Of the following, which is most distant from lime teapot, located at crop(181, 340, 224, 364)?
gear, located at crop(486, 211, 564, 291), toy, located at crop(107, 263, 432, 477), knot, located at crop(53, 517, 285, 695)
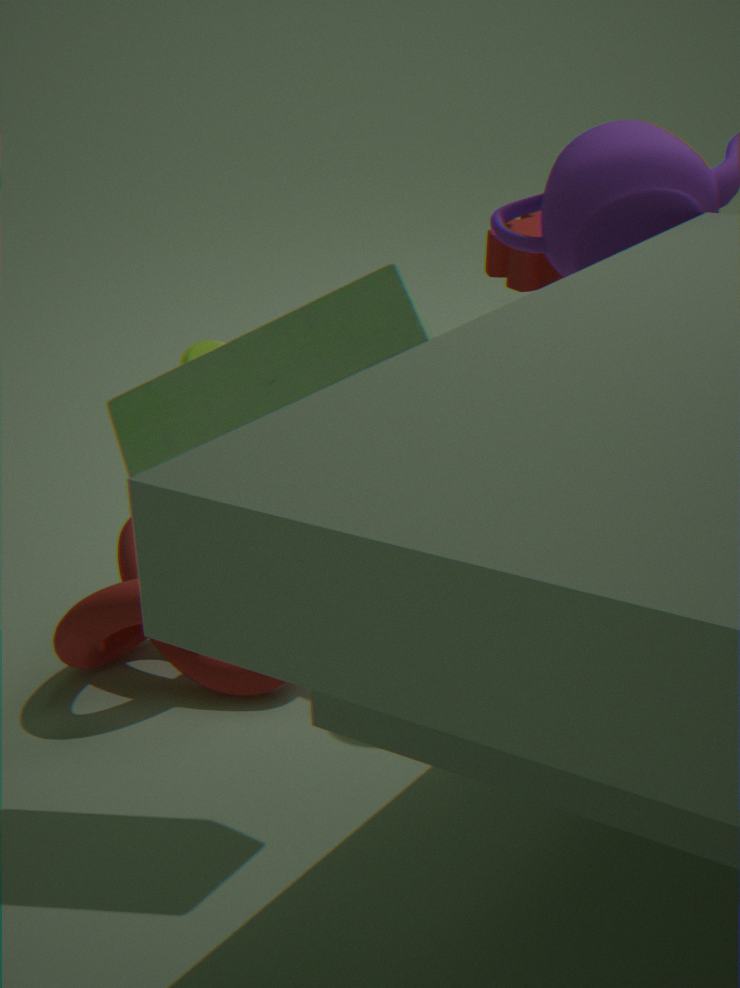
toy, located at crop(107, 263, 432, 477)
